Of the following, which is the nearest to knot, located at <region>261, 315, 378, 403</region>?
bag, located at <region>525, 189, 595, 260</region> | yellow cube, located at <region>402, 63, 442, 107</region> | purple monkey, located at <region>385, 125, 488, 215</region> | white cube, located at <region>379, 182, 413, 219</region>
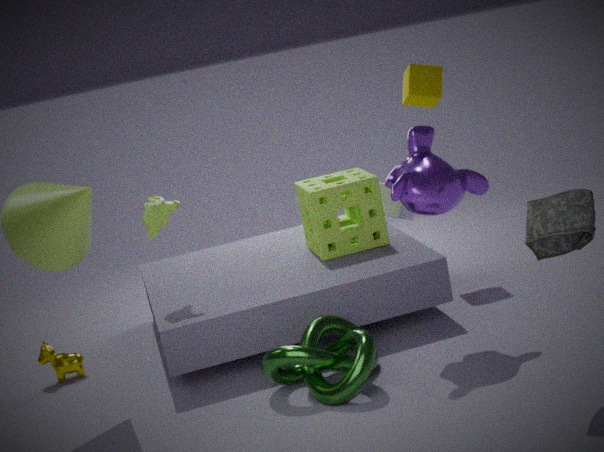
purple monkey, located at <region>385, 125, 488, 215</region>
